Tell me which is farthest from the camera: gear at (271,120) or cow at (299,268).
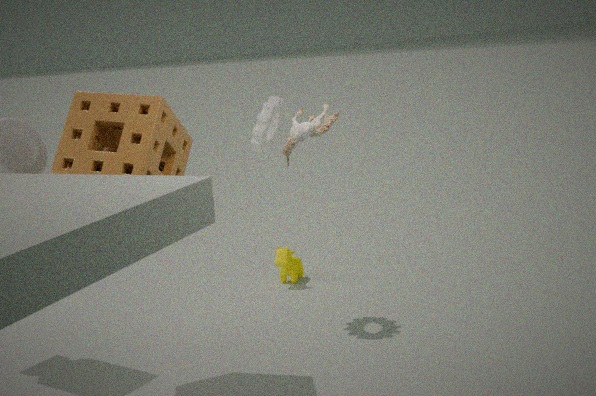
cow at (299,268)
